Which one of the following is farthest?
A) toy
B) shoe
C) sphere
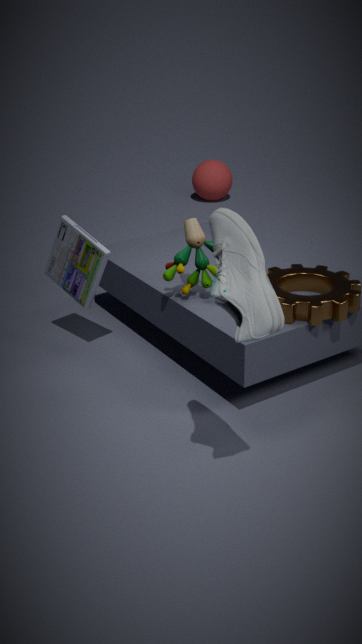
sphere
